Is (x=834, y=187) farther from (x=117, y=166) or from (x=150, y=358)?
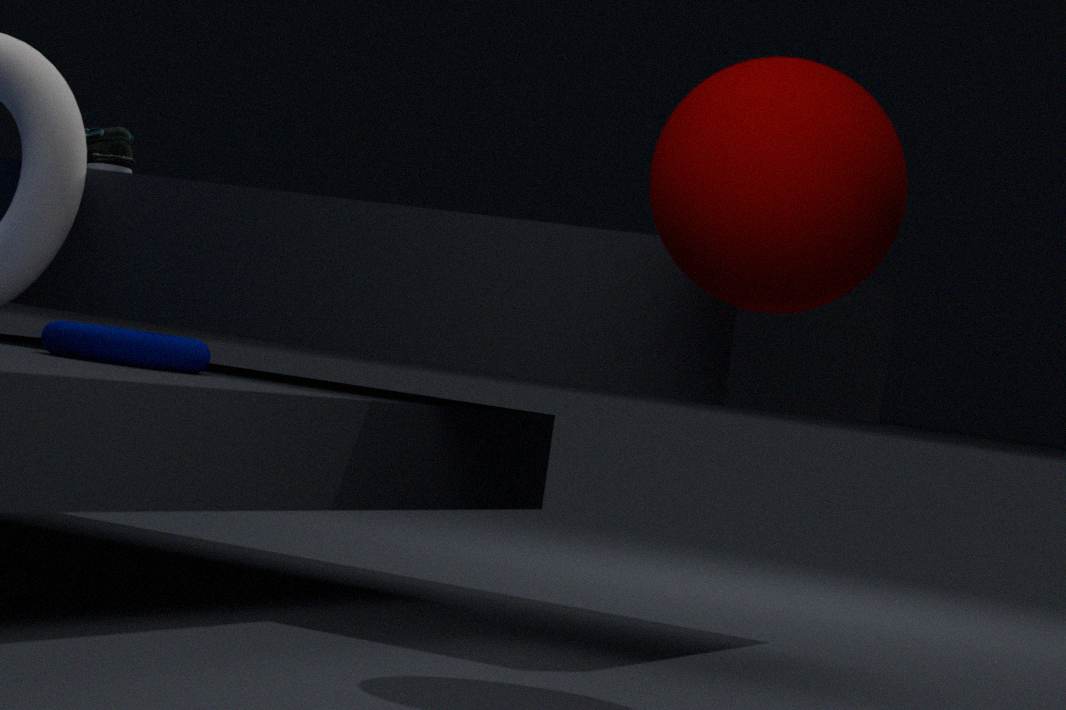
(x=117, y=166)
